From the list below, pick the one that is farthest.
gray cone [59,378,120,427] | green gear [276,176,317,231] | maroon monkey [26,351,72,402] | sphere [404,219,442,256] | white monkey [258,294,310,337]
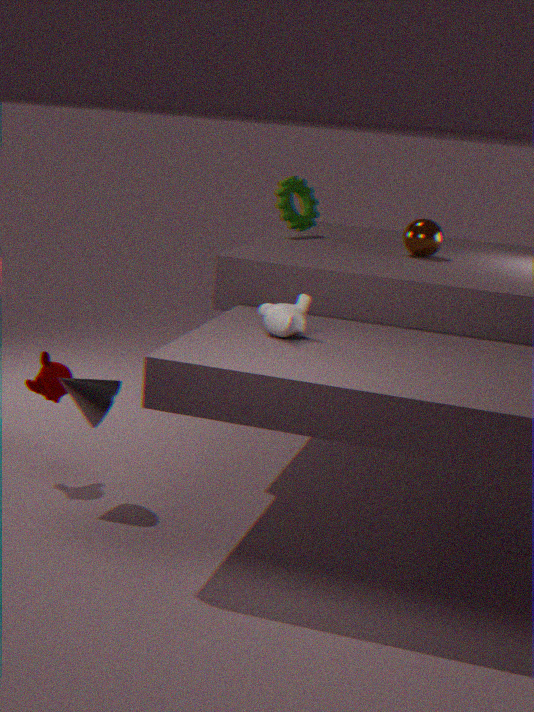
green gear [276,176,317,231]
